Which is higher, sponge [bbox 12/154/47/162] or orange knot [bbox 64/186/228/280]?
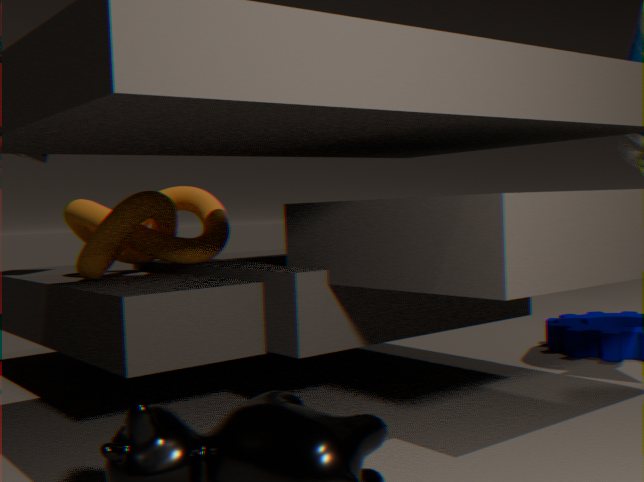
sponge [bbox 12/154/47/162]
